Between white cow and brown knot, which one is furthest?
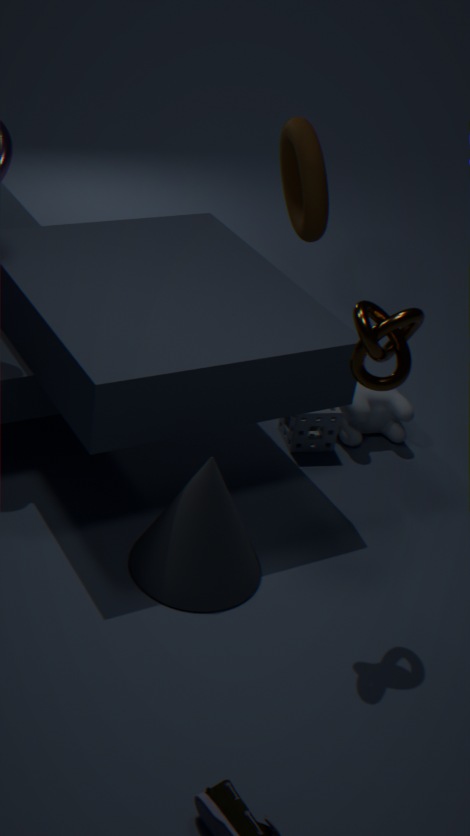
white cow
